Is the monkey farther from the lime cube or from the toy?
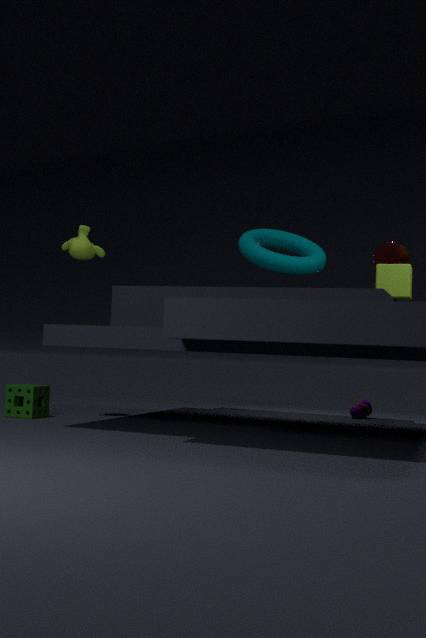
the toy
